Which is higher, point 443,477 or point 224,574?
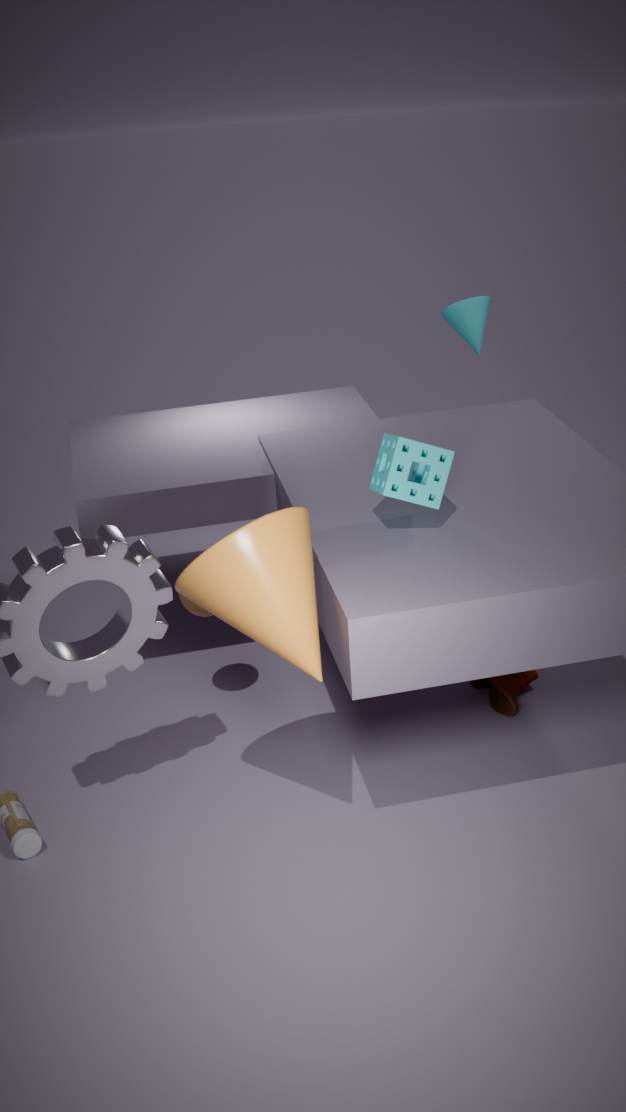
point 443,477
